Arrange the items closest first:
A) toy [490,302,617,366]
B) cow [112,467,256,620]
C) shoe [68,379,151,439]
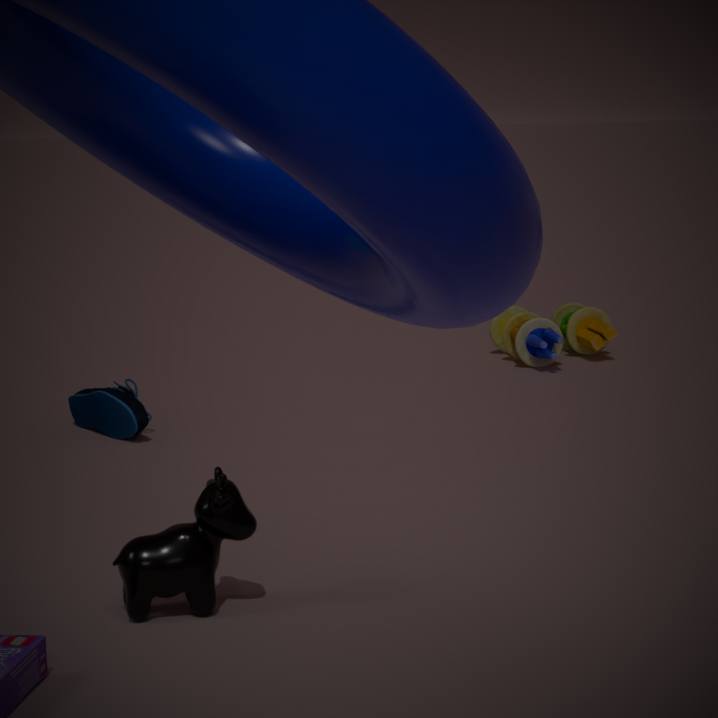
cow [112,467,256,620] < shoe [68,379,151,439] < toy [490,302,617,366]
